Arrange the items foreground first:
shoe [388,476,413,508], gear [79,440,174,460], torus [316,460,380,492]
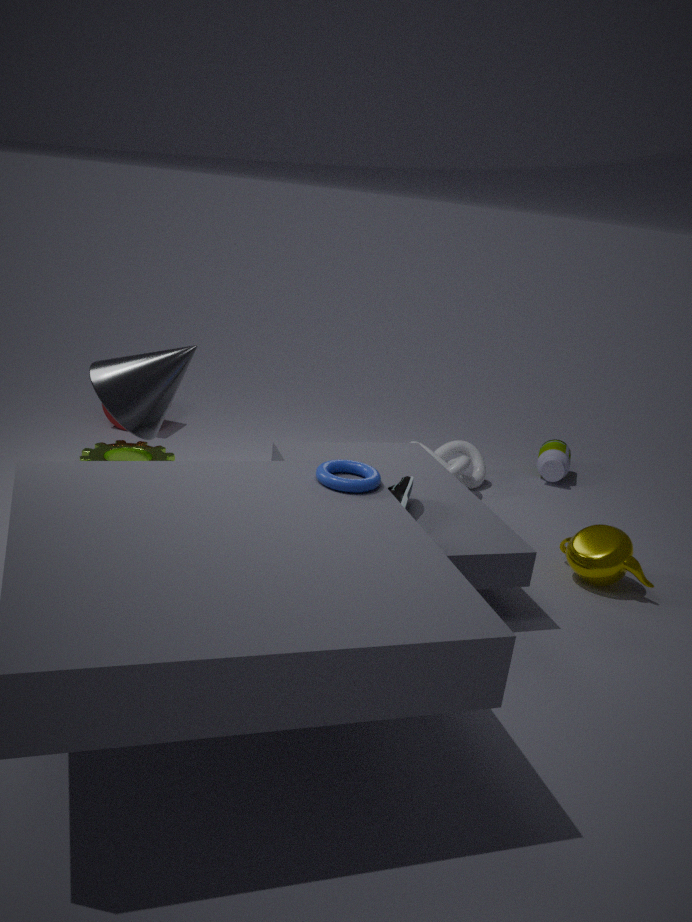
torus [316,460,380,492], shoe [388,476,413,508], gear [79,440,174,460]
